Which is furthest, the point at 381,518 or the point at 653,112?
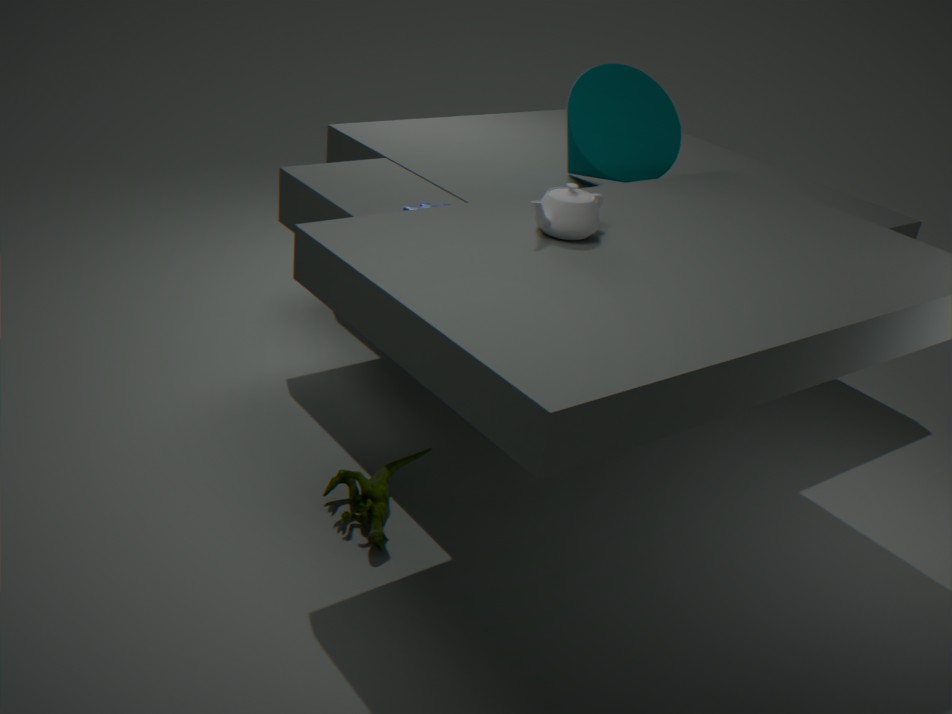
the point at 653,112
